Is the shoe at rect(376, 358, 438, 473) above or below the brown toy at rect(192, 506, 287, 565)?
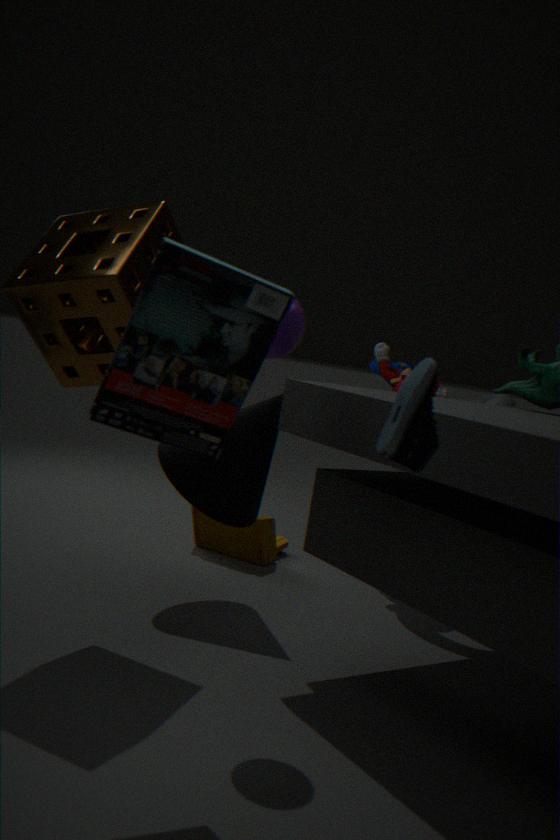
above
